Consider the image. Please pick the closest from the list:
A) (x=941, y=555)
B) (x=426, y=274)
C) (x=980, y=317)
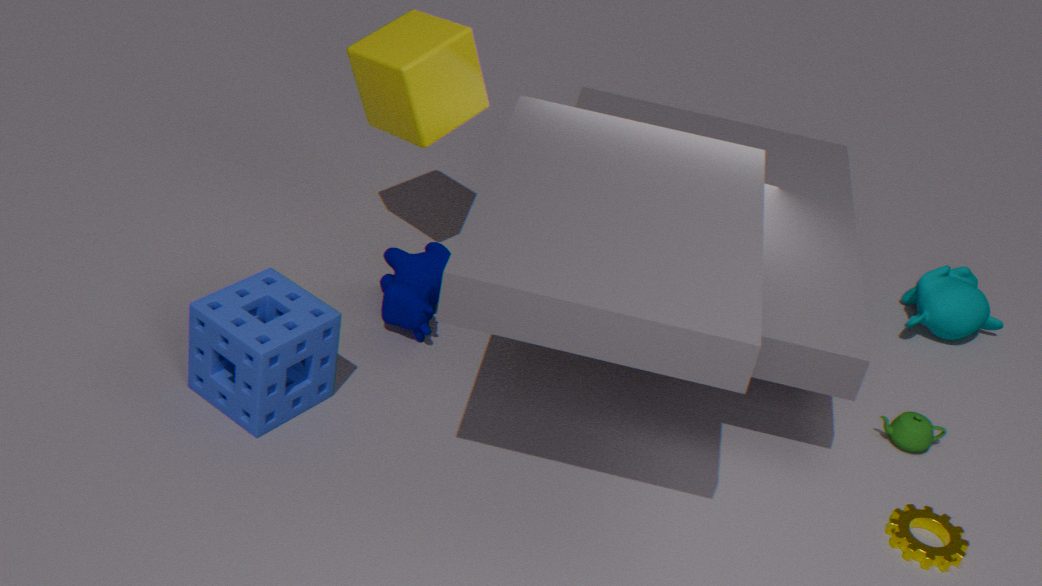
A. (x=941, y=555)
